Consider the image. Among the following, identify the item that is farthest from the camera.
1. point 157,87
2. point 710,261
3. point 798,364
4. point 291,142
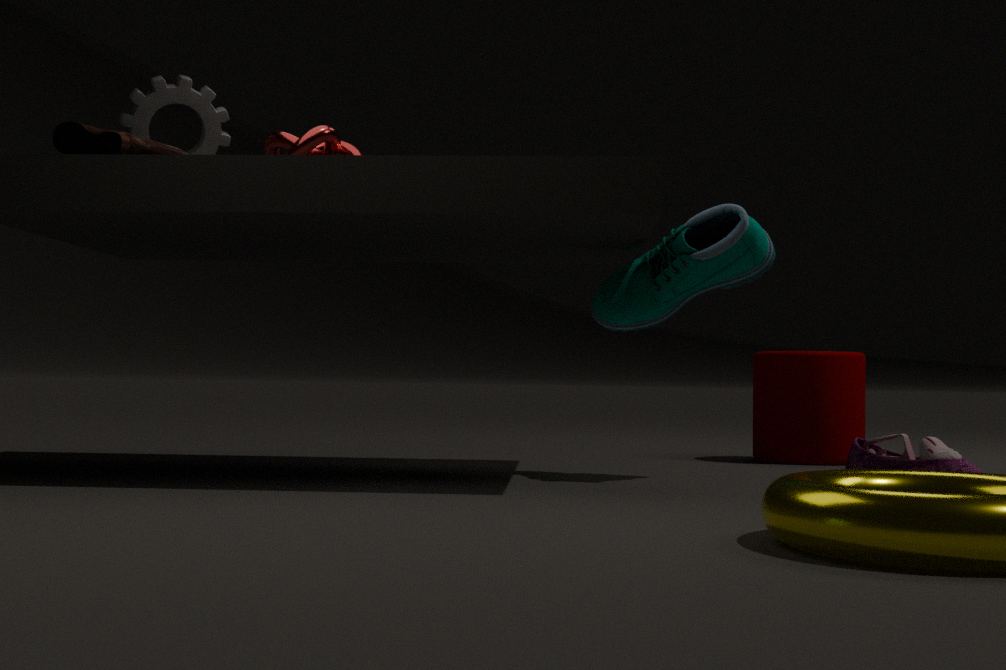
point 798,364
